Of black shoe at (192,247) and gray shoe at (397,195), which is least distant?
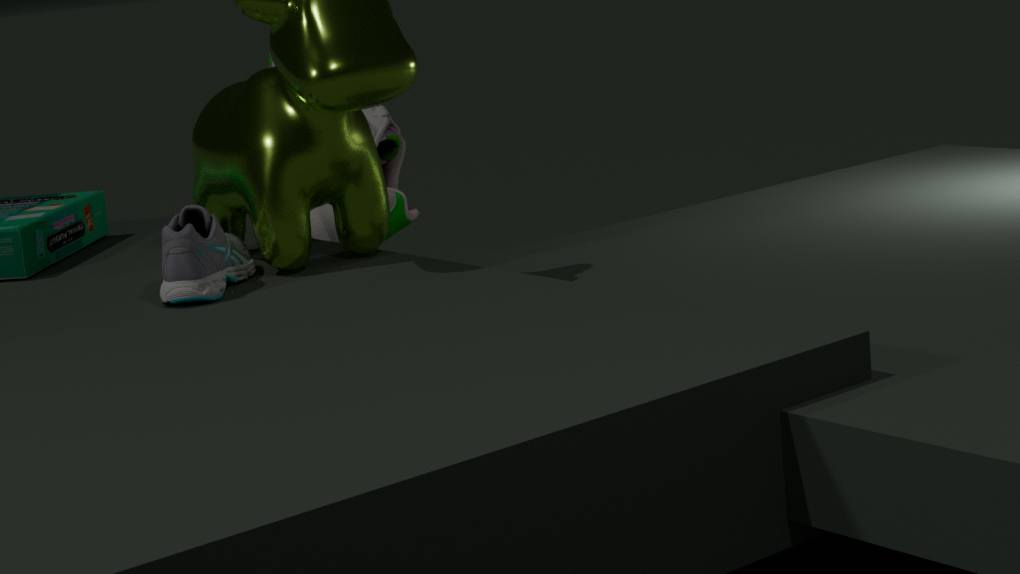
black shoe at (192,247)
